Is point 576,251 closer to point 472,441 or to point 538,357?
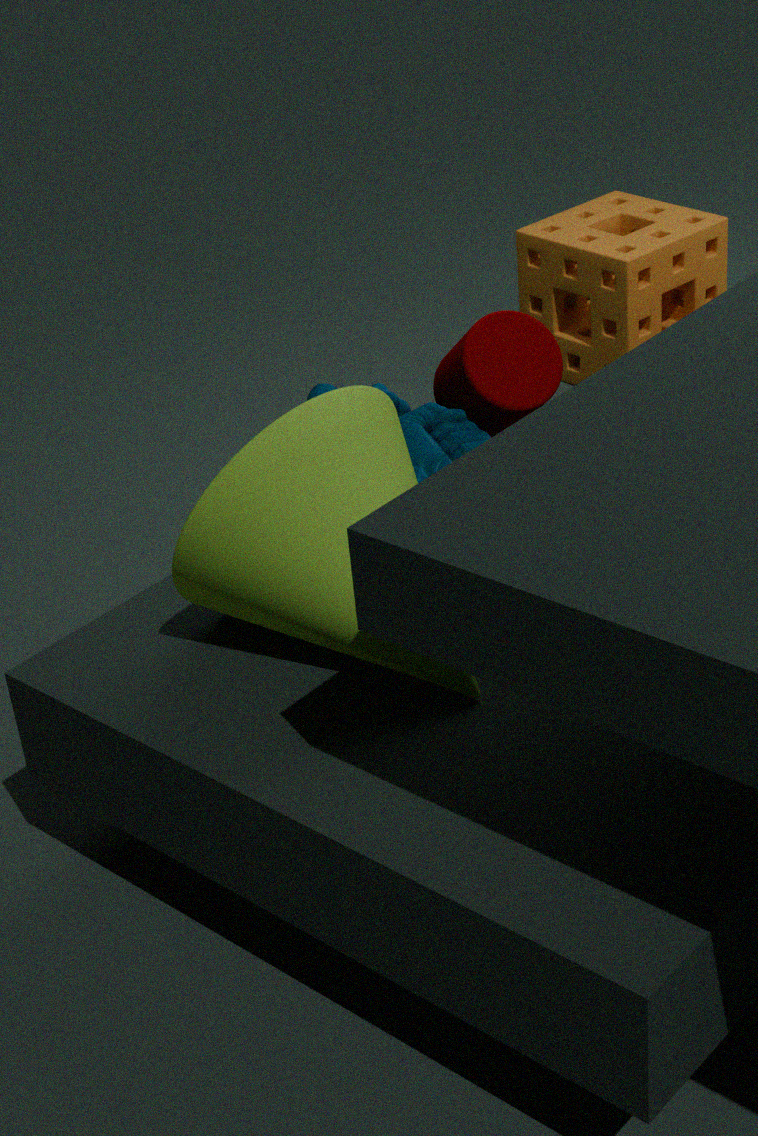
point 538,357
